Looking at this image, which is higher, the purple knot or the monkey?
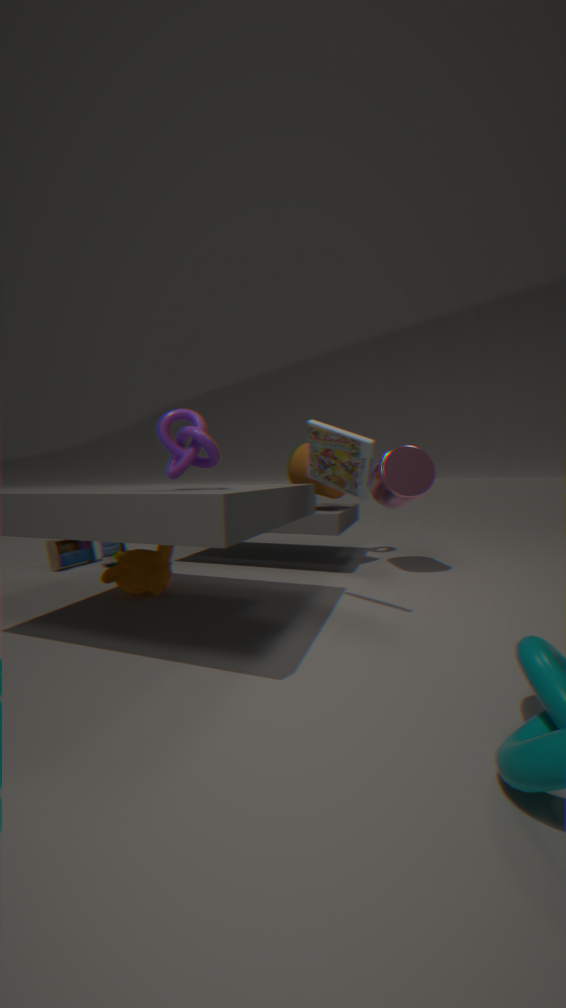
the purple knot
